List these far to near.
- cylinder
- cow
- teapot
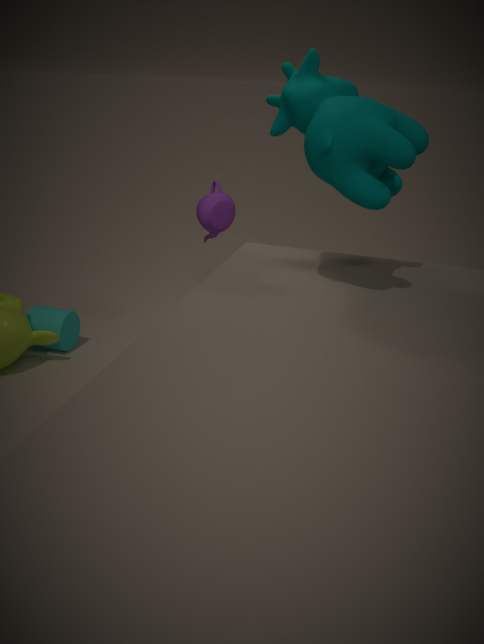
1. cylinder
2. teapot
3. cow
